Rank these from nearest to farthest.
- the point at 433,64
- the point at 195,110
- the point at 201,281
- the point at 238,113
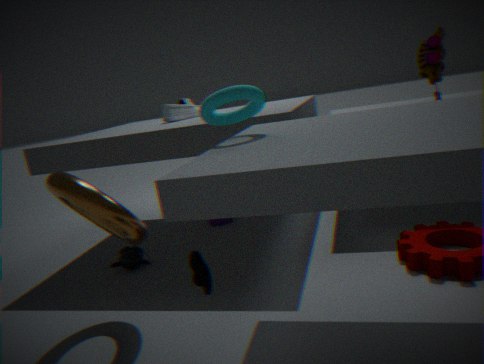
the point at 201,281, the point at 238,113, the point at 433,64, the point at 195,110
